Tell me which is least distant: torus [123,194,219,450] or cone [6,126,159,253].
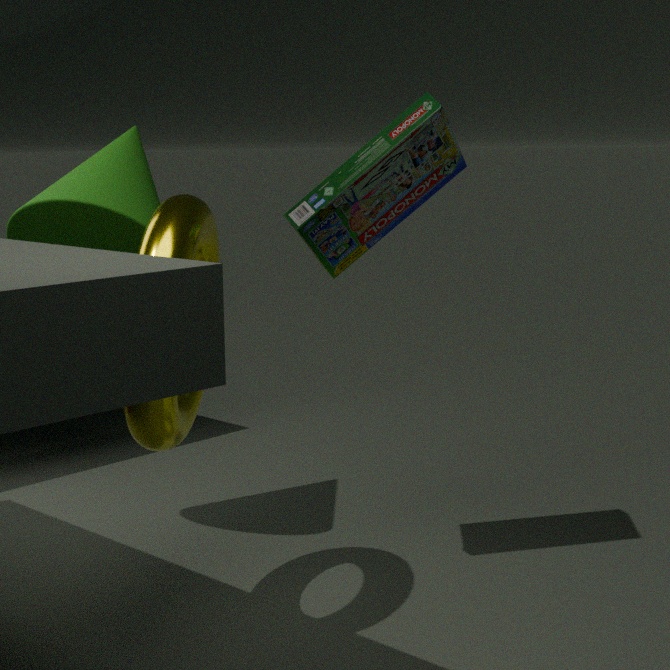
torus [123,194,219,450]
